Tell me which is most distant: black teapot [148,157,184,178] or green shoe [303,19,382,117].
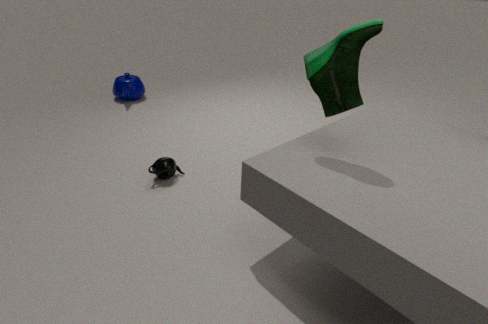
black teapot [148,157,184,178]
